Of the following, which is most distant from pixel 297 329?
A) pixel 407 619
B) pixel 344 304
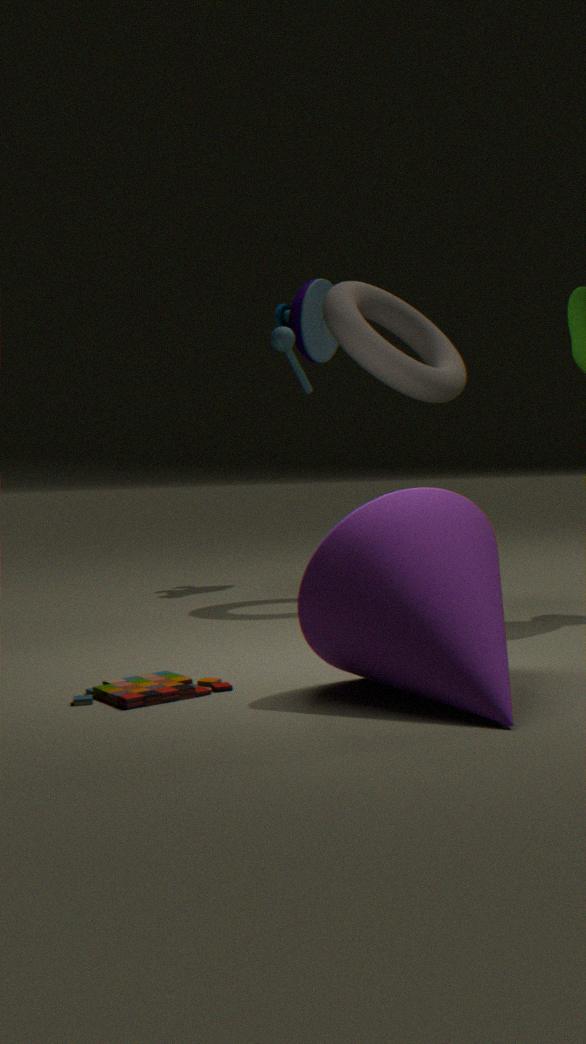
pixel 407 619
